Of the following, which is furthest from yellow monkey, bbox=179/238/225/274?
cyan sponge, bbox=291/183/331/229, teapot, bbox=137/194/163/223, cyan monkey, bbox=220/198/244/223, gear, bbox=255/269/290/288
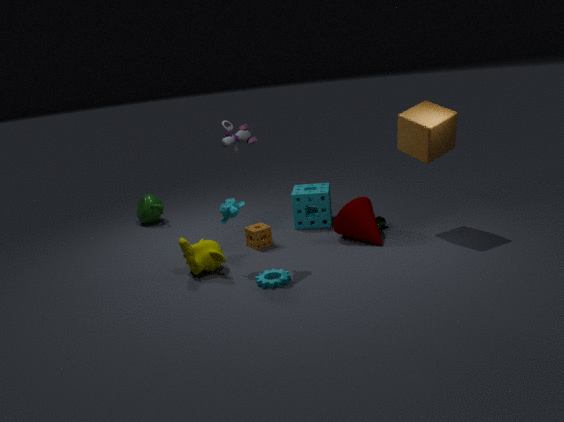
teapot, bbox=137/194/163/223
